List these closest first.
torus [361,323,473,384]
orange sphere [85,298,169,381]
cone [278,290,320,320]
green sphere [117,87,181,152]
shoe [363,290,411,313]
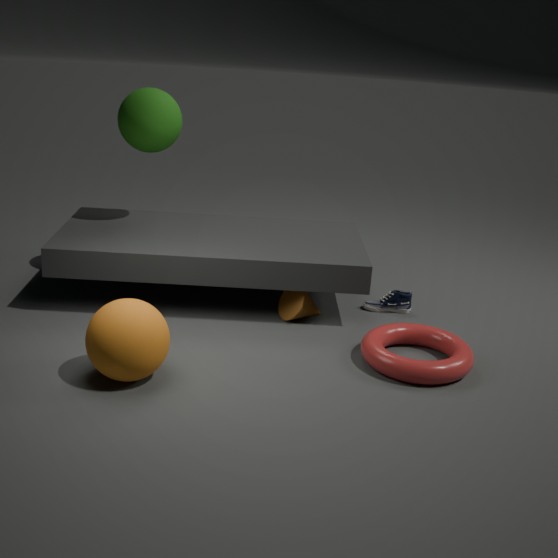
orange sphere [85,298,169,381], torus [361,323,473,384], cone [278,290,320,320], green sphere [117,87,181,152], shoe [363,290,411,313]
